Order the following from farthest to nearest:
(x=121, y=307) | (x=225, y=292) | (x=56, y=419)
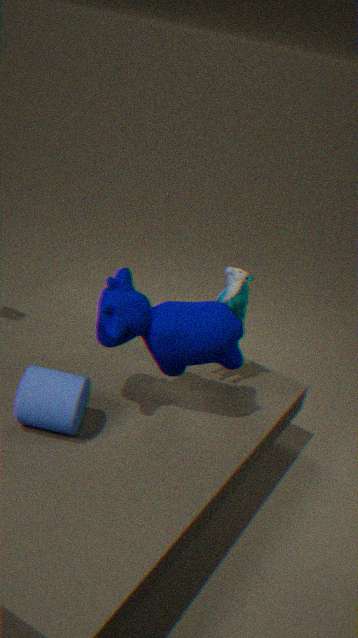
1. (x=225, y=292)
2. (x=121, y=307)
3. (x=56, y=419)
